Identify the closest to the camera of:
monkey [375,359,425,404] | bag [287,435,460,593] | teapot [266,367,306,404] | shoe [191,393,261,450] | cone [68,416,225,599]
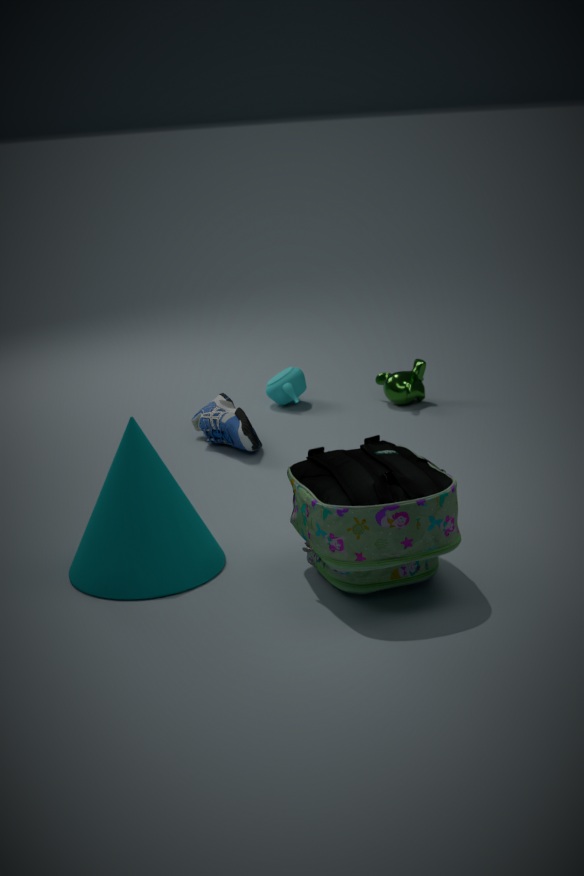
bag [287,435,460,593]
